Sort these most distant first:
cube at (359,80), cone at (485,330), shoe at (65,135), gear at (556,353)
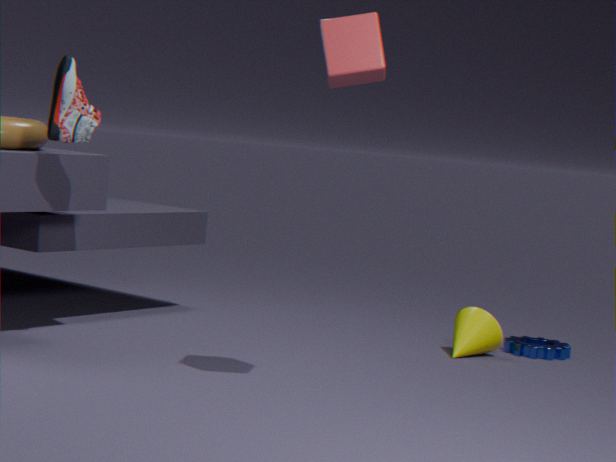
gear at (556,353) → cone at (485,330) → shoe at (65,135) → cube at (359,80)
